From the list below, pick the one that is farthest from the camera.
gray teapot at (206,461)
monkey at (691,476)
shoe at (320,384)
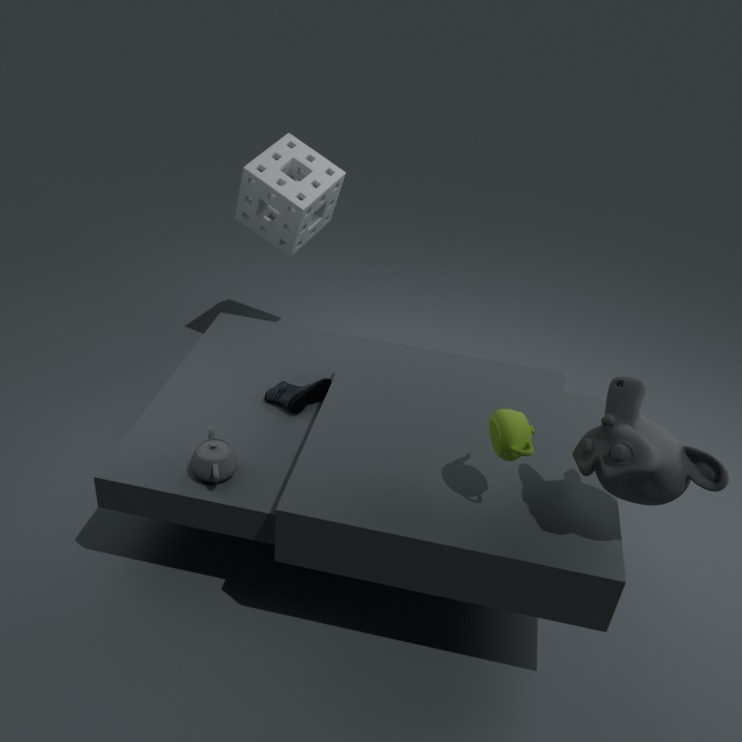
shoe at (320,384)
